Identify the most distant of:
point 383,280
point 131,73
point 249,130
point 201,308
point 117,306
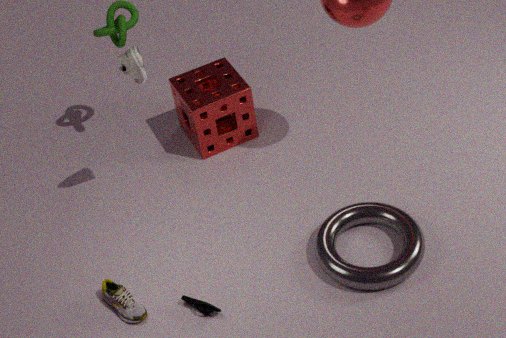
point 249,130
